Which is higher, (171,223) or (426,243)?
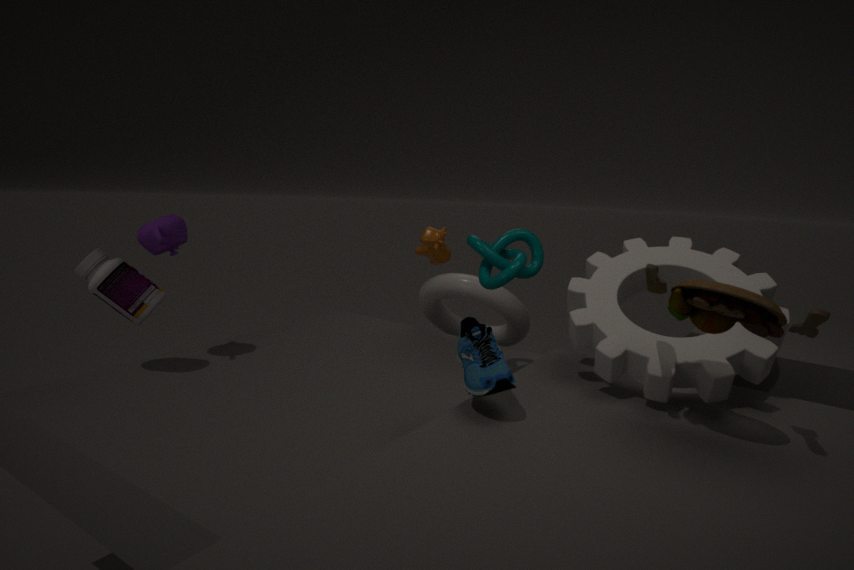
(171,223)
